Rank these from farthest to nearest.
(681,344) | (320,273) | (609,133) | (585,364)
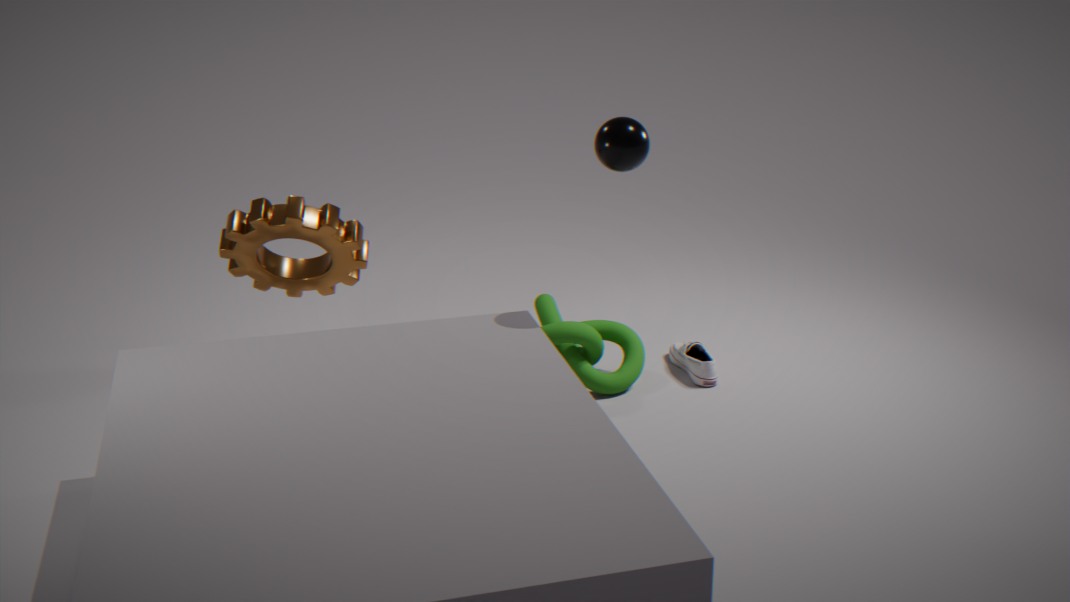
(681,344)
(320,273)
(585,364)
(609,133)
